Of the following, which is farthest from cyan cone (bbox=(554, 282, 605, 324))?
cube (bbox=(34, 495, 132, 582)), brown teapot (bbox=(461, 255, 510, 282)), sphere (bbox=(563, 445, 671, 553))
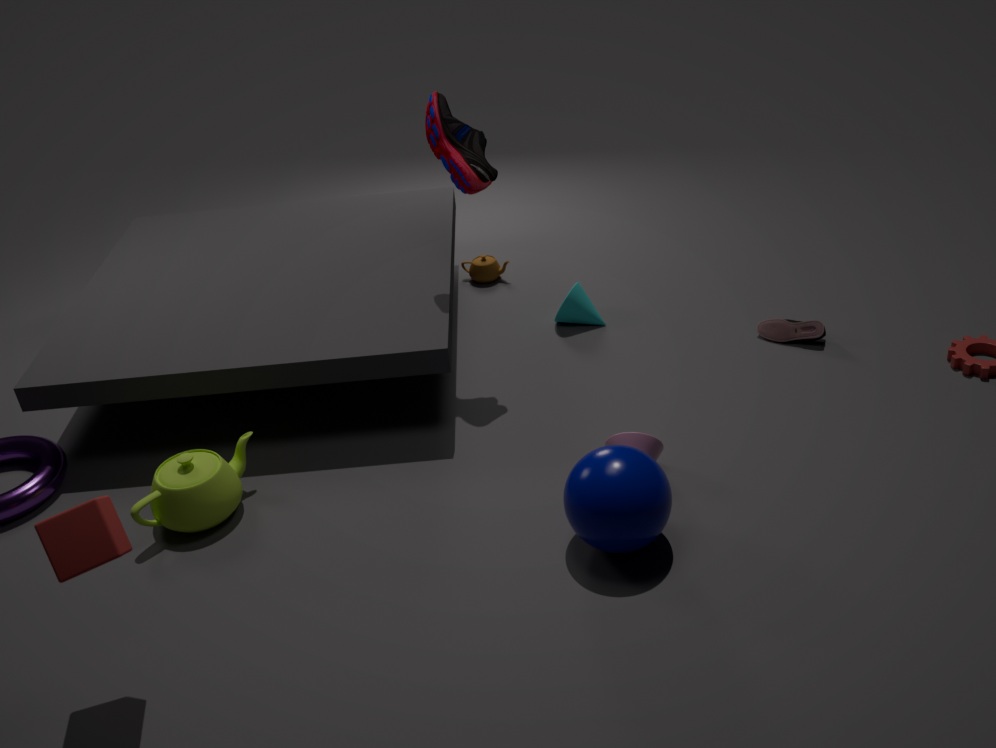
cube (bbox=(34, 495, 132, 582))
